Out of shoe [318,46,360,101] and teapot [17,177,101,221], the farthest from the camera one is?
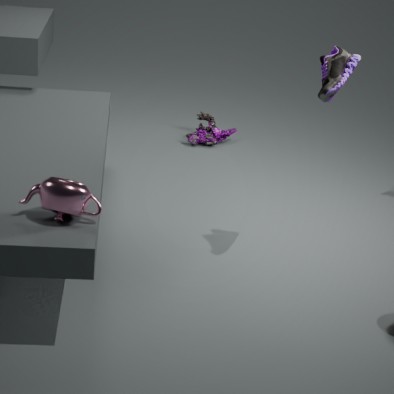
shoe [318,46,360,101]
